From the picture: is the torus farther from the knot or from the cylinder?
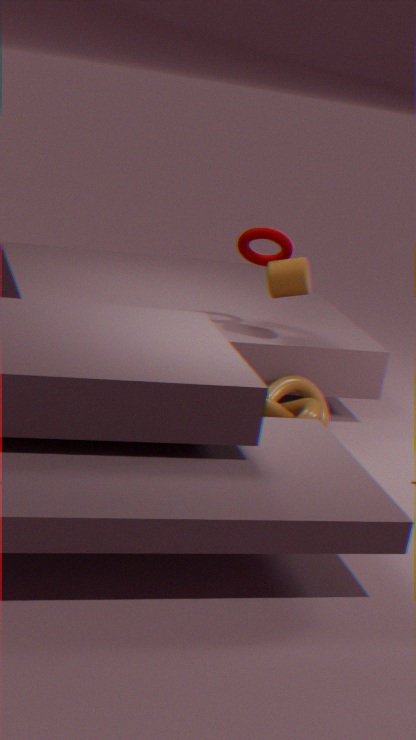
the knot
